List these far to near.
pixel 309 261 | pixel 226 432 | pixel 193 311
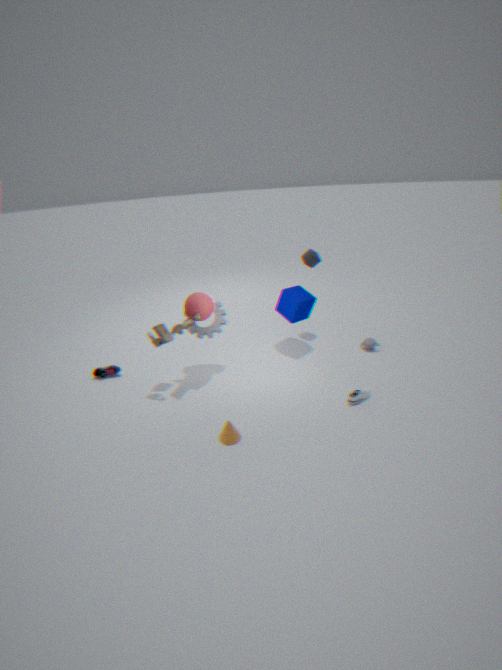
pixel 309 261 < pixel 193 311 < pixel 226 432
